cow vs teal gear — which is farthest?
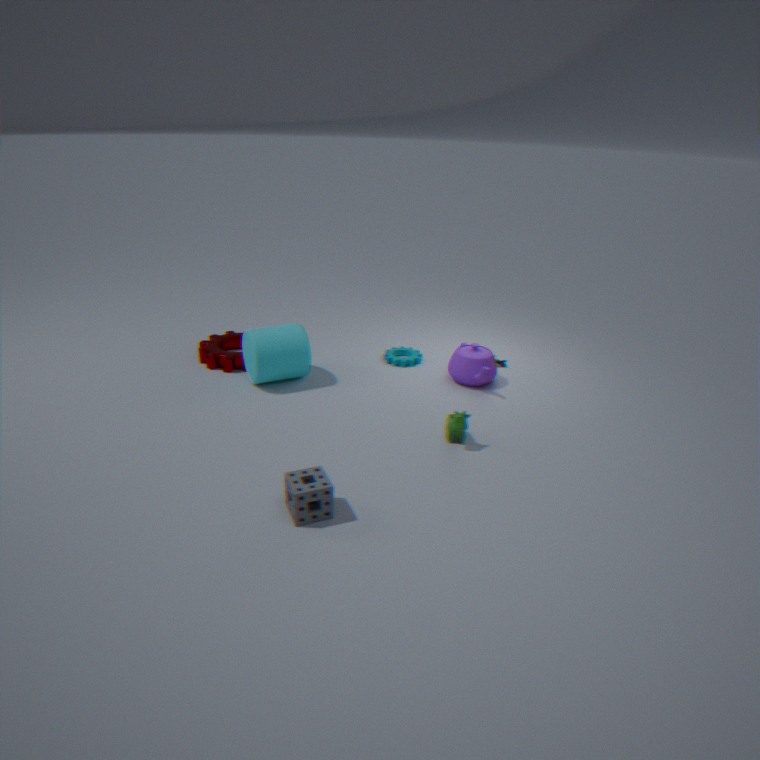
teal gear
